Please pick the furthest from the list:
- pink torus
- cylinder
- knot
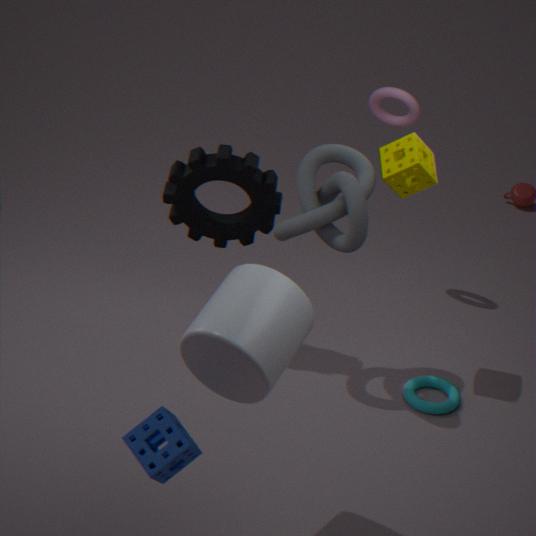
pink torus
